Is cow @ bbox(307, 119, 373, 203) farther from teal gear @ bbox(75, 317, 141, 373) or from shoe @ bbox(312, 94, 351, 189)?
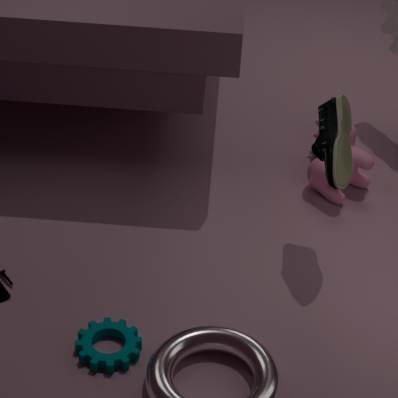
teal gear @ bbox(75, 317, 141, 373)
